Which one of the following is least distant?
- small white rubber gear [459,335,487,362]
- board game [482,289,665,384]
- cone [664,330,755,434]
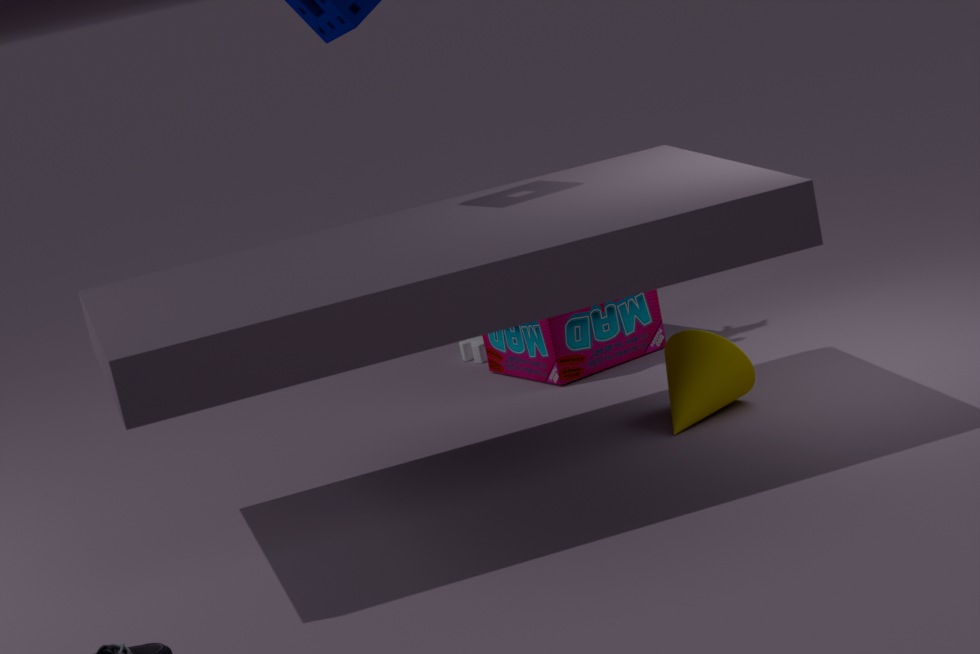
cone [664,330,755,434]
